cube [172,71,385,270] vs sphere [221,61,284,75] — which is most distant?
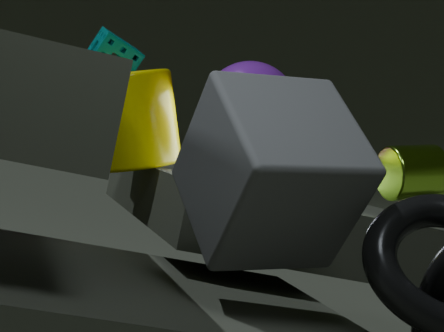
sphere [221,61,284,75]
